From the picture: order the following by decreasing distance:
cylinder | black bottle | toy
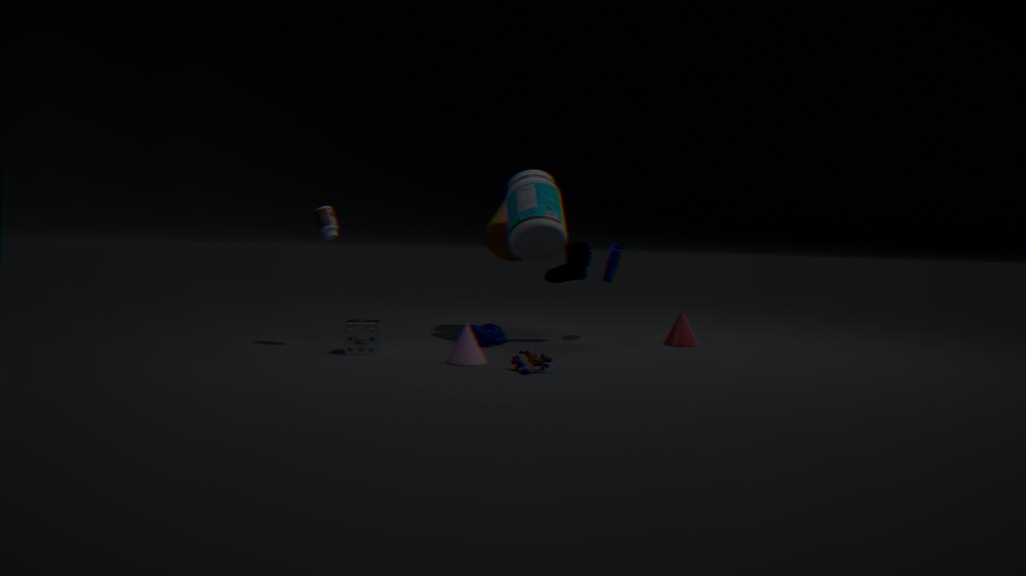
cylinder < black bottle < toy
